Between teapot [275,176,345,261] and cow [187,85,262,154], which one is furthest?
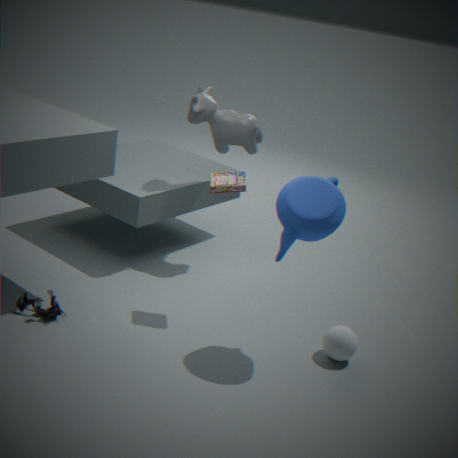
cow [187,85,262,154]
